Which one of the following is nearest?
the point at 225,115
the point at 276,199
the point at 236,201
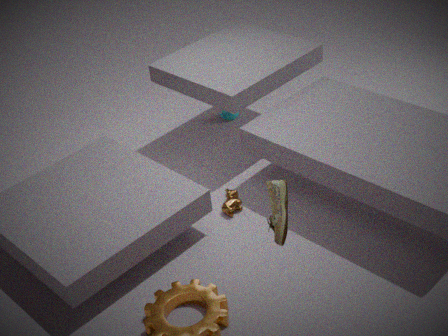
the point at 276,199
